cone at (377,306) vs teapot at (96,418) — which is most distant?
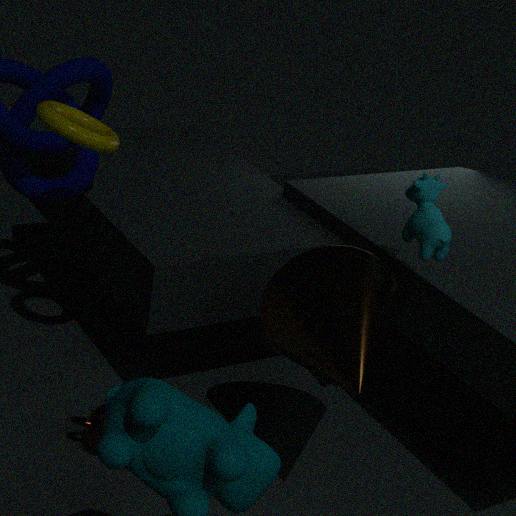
teapot at (96,418)
